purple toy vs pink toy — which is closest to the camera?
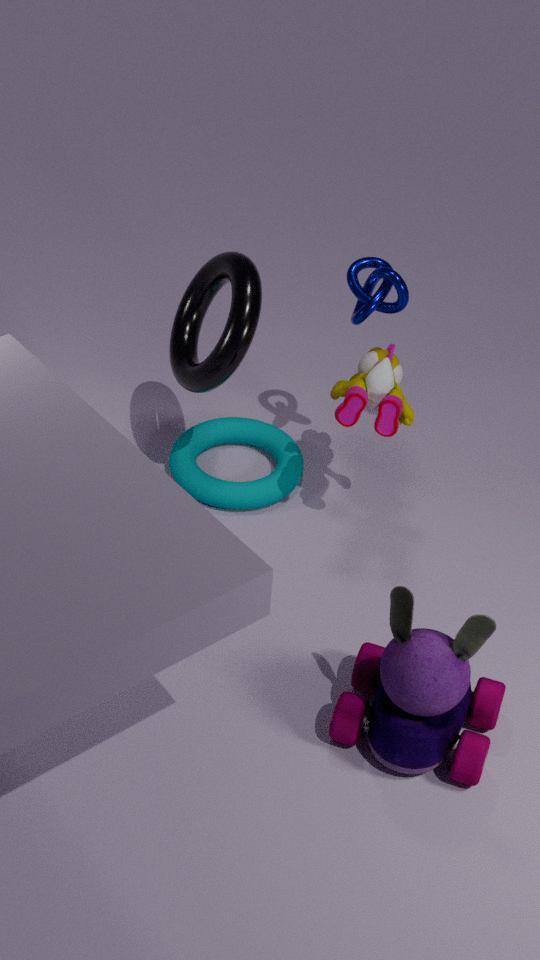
purple toy
